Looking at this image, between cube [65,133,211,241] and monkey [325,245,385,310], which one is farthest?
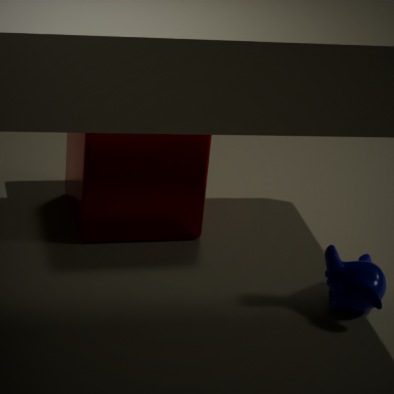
cube [65,133,211,241]
